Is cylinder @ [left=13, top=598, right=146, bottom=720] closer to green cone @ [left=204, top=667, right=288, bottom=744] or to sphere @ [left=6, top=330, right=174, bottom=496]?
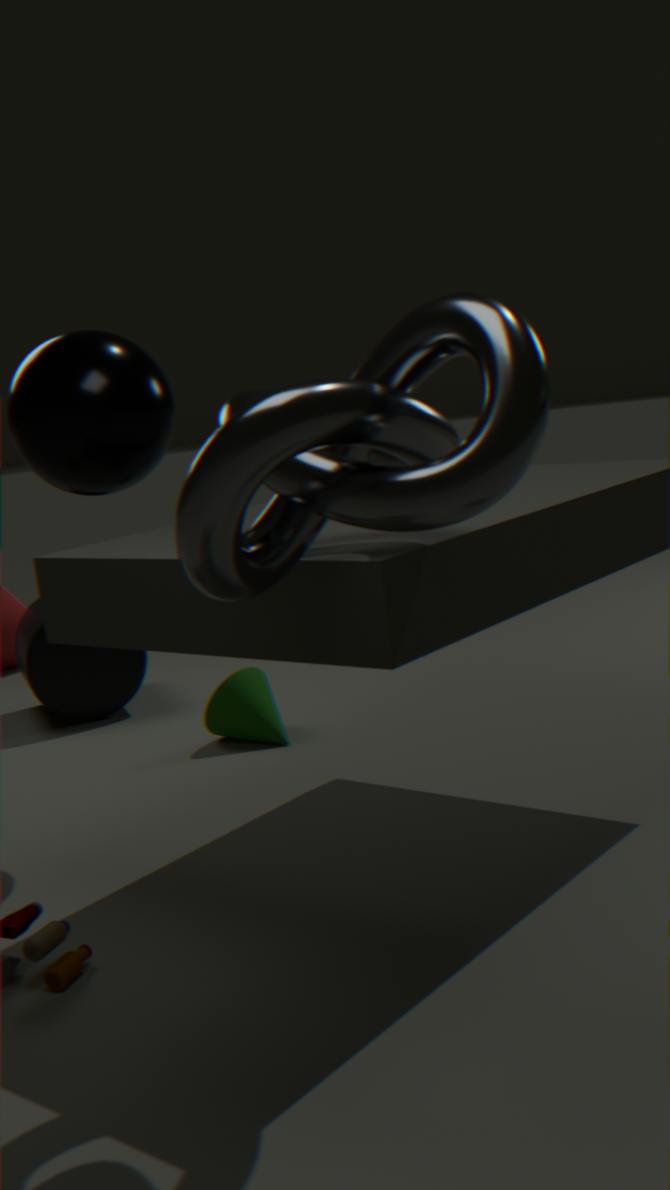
green cone @ [left=204, top=667, right=288, bottom=744]
